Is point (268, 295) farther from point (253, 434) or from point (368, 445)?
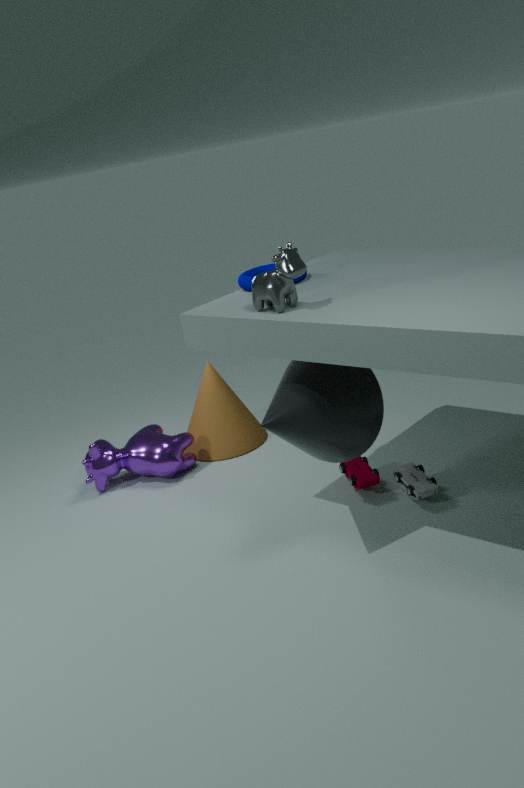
point (253, 434)
